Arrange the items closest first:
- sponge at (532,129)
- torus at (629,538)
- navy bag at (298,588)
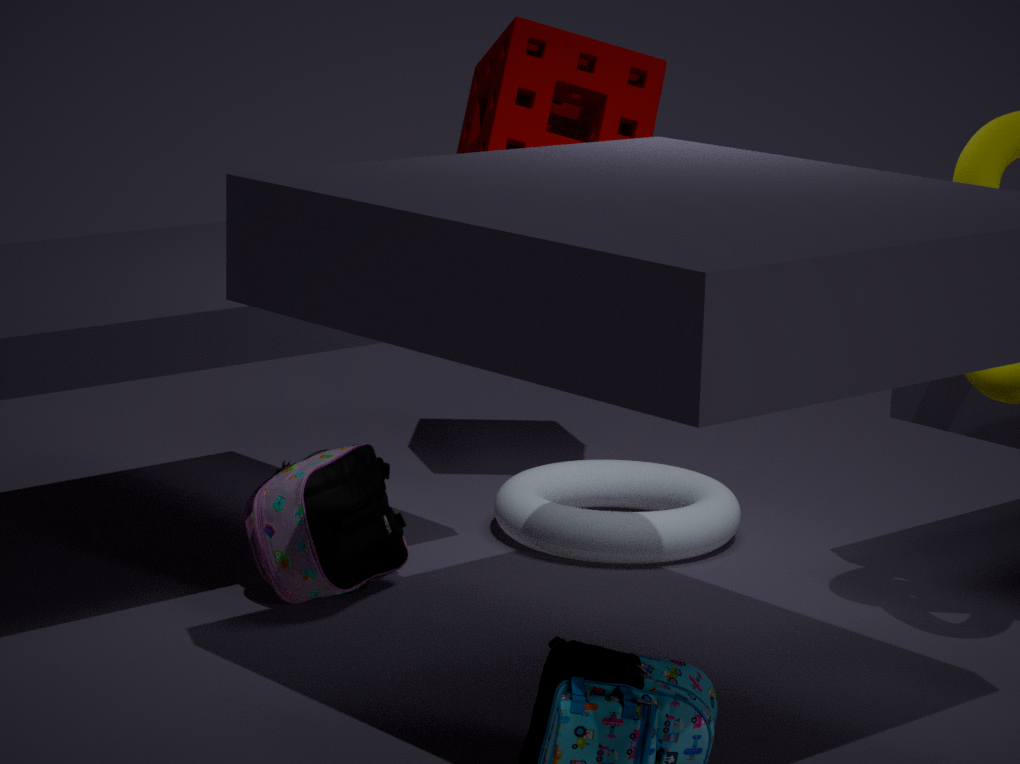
navy bag at (298,588) < torus at (629,538) < sponge at (532,129)
